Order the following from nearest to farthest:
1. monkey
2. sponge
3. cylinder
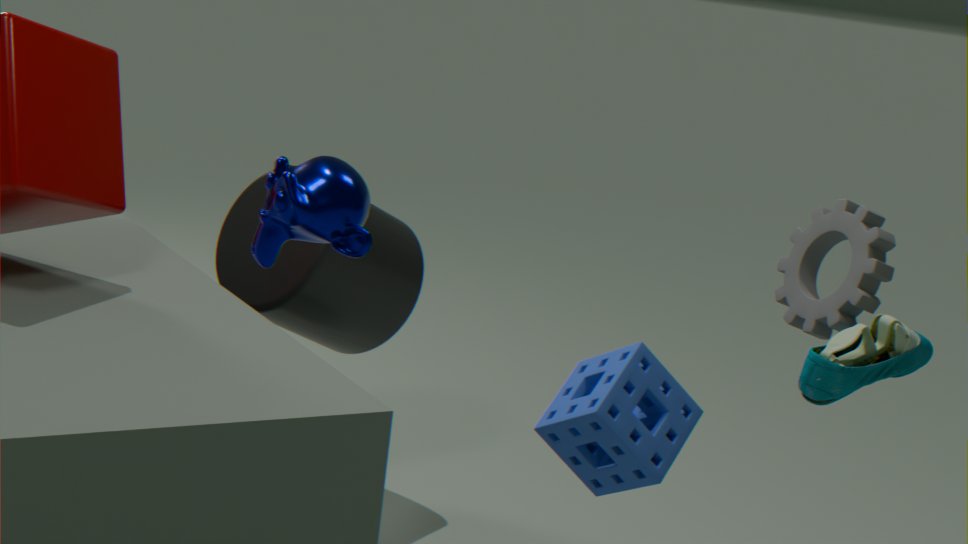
monkey → sponge → cylinder
